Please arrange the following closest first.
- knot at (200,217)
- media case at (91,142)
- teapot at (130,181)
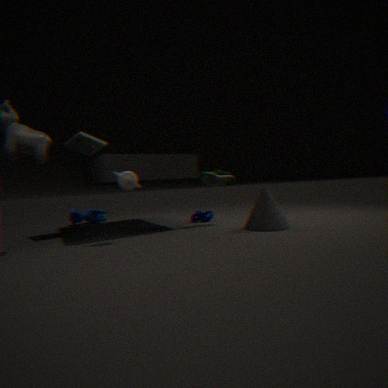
1. teapot at (130,181)
2. media case at (91,142)
3. knot at (200,217)
